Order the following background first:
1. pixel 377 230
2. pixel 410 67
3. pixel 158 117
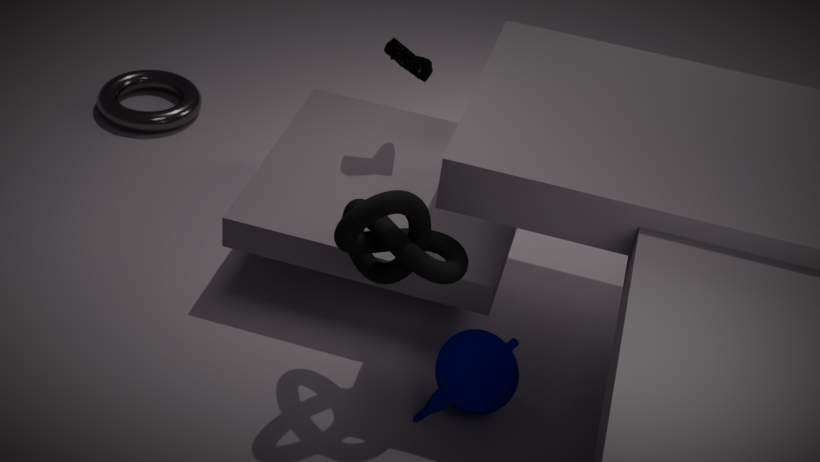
pixel 158 117, pixel 410 67, pixel 377 230
